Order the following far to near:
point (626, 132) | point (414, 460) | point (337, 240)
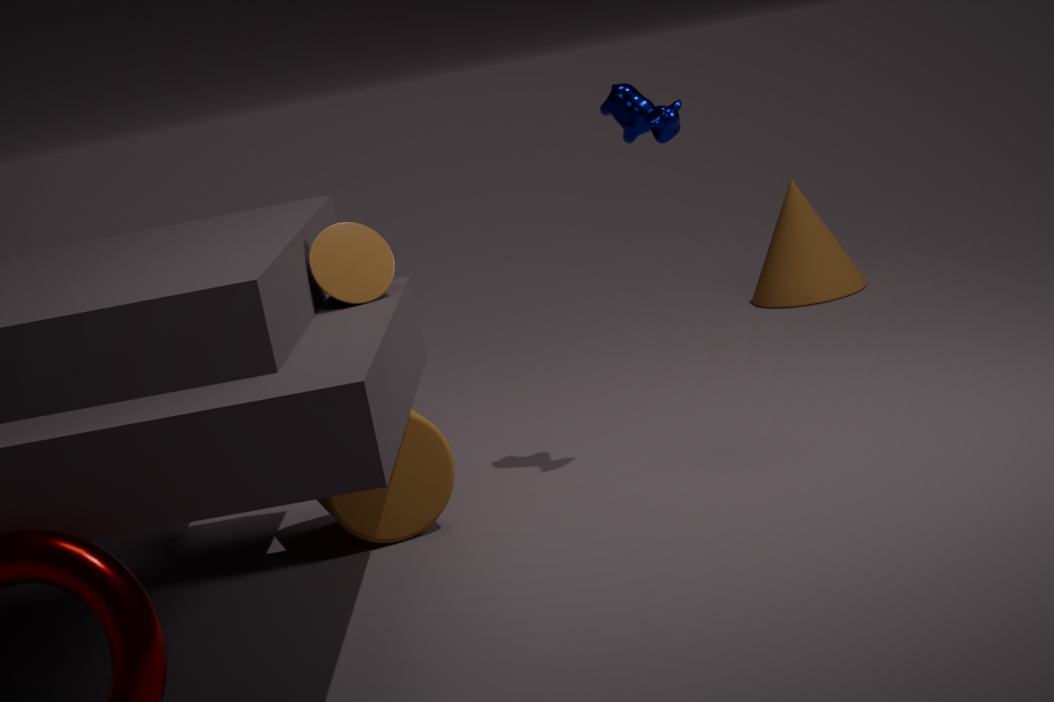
point (626, 132) < point (414, 460) < point (337, 240)
